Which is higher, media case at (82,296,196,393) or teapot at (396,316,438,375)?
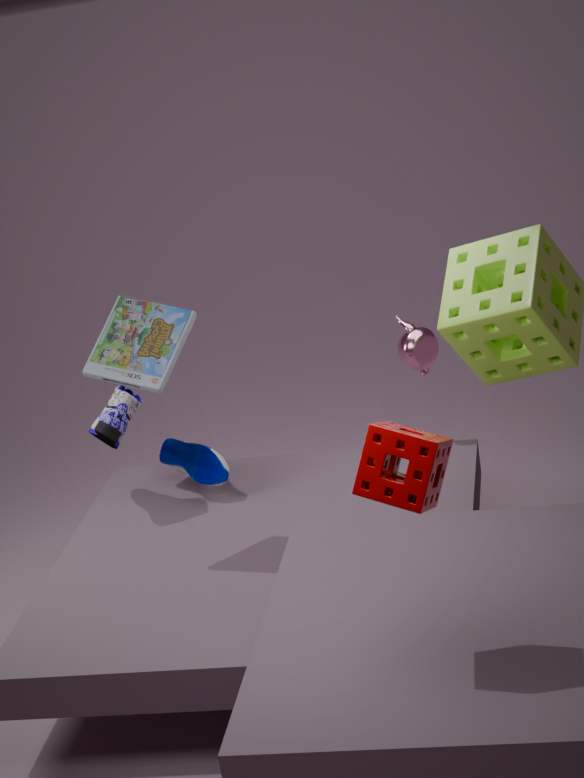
media case at (82,296,196,393)
